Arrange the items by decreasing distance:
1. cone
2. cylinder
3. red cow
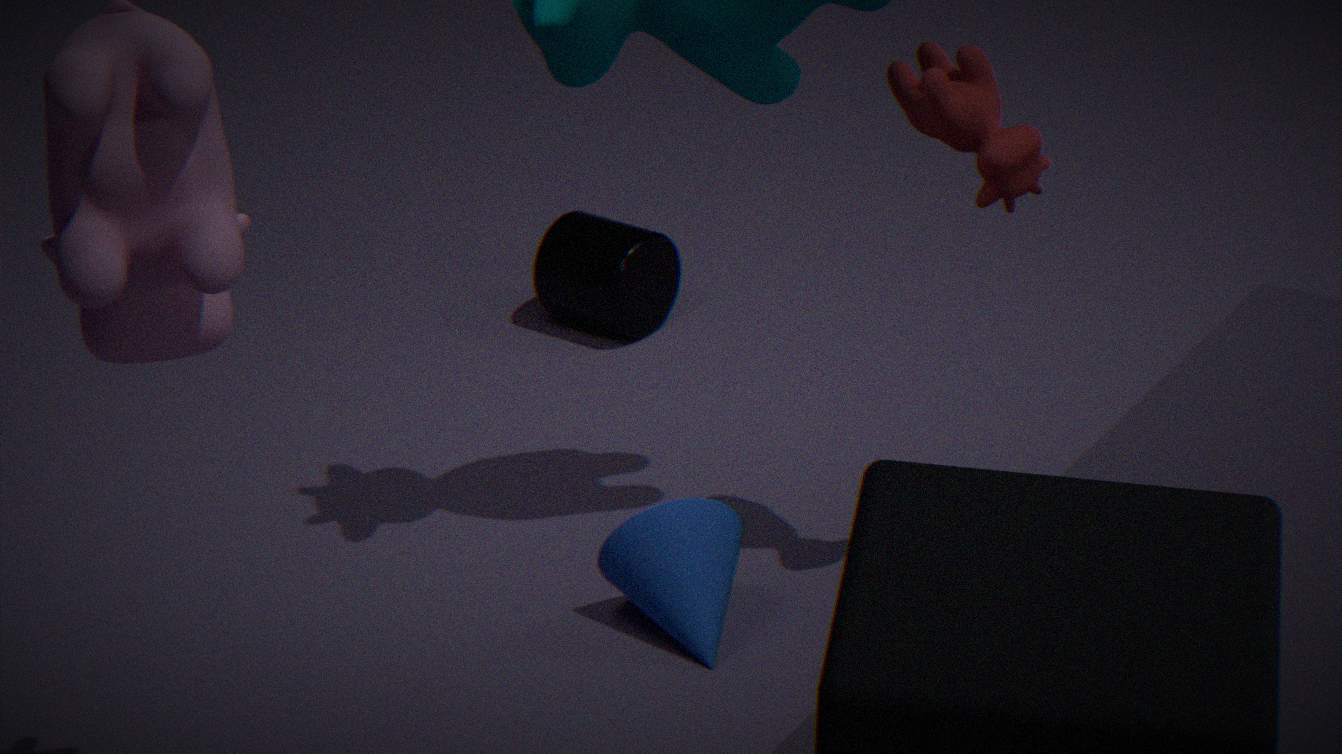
cylinder < cone < red cow
